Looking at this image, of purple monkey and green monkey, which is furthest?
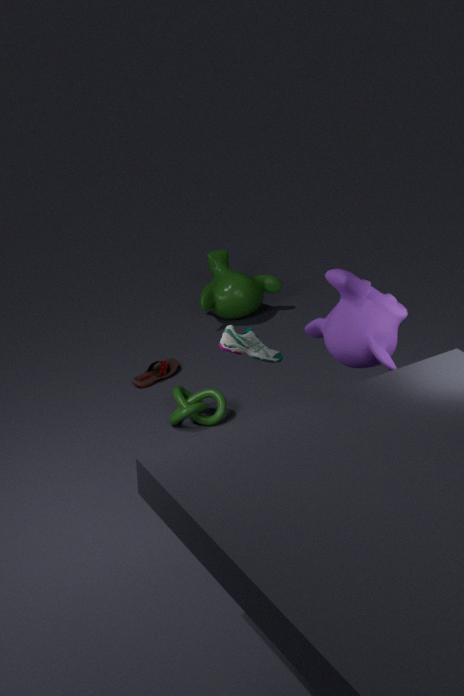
green monkey
